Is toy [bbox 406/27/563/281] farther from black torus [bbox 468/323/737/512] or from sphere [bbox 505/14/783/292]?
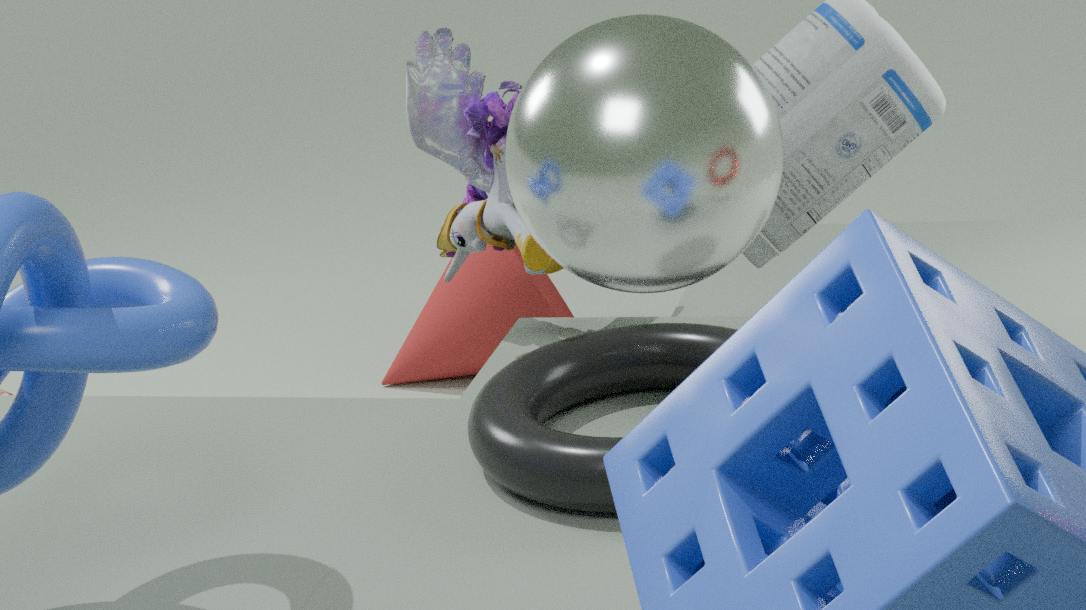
sphere [bbox 505/14/783/292]
